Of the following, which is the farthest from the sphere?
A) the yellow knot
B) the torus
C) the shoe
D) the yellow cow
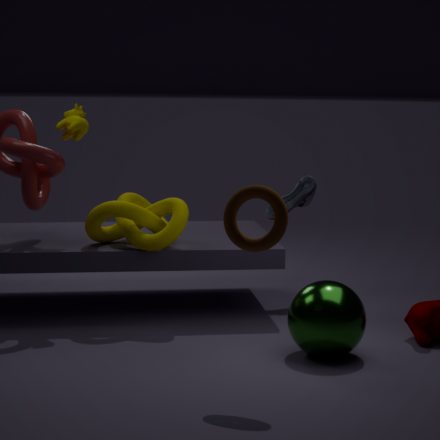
the yellow cow
